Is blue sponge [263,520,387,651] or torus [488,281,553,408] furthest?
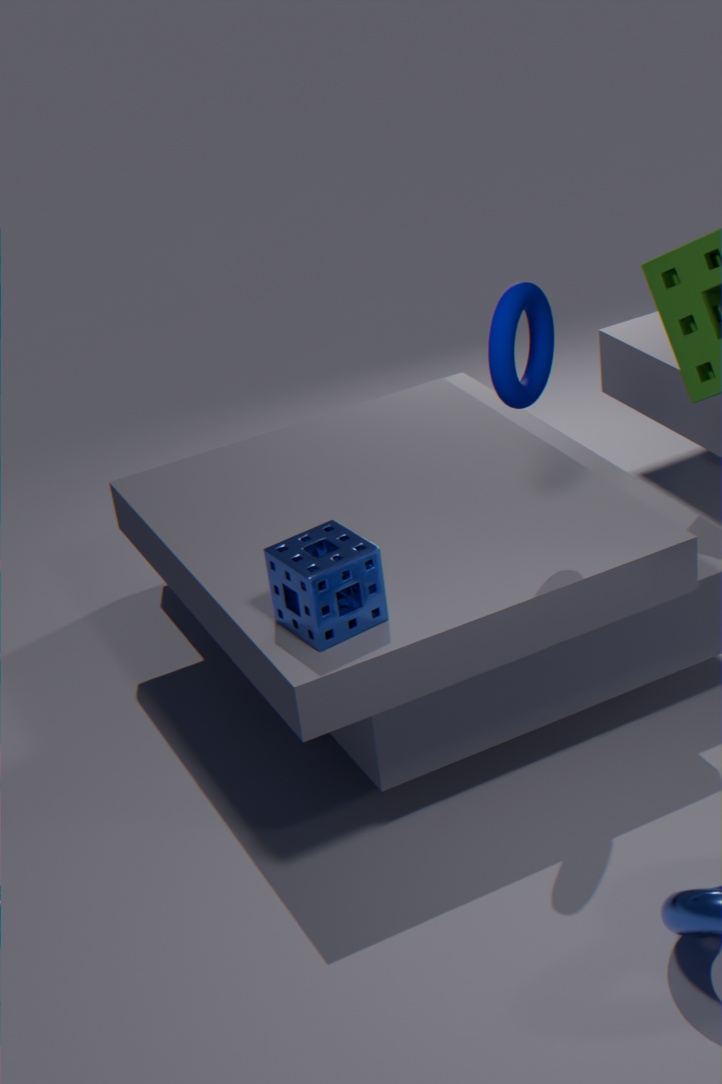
blue sponge [263,520,387,651]
